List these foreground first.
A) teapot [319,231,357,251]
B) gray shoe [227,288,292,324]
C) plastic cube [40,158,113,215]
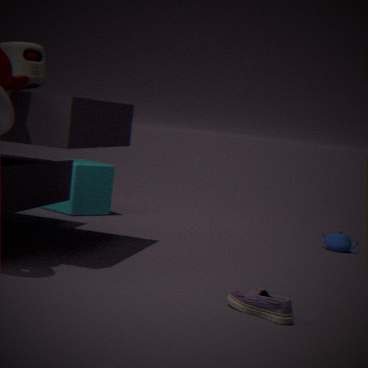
gray shoe [227,288,292,324] → teapot [319,231,357,251] → plastic cube [40,158,113,215]
